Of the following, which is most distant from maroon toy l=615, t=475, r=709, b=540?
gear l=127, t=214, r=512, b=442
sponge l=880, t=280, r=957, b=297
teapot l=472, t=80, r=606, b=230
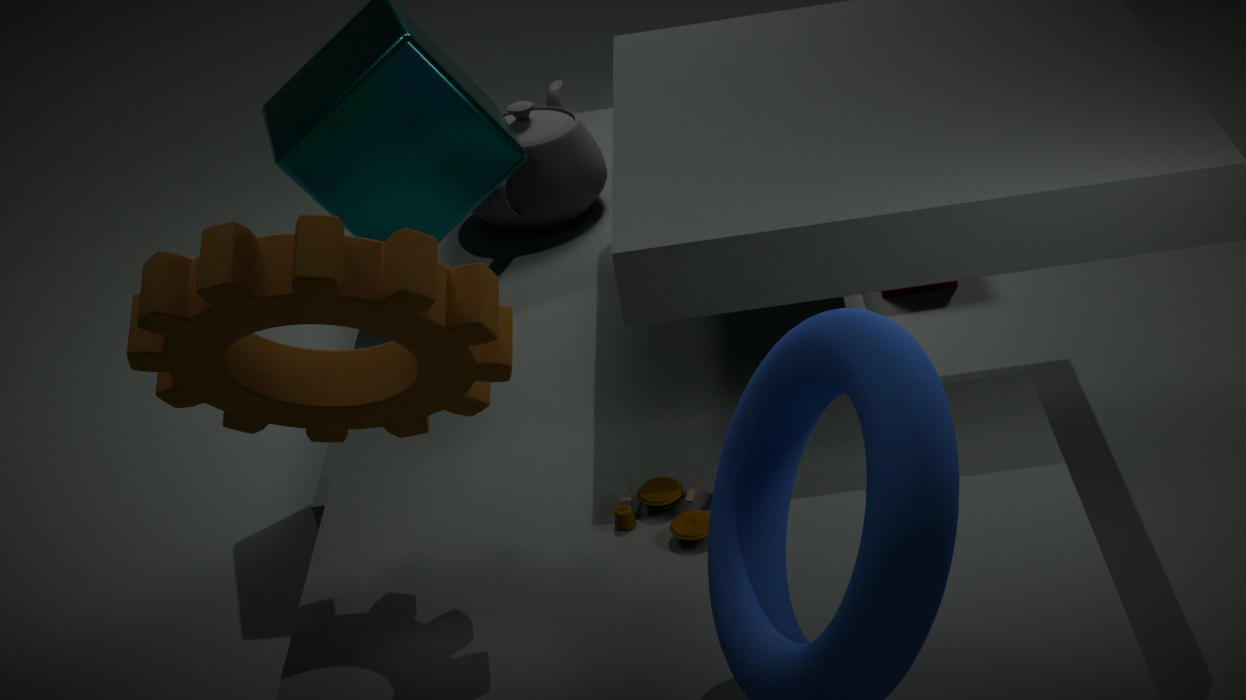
sponge l=880, t=280, r=957, b=297
